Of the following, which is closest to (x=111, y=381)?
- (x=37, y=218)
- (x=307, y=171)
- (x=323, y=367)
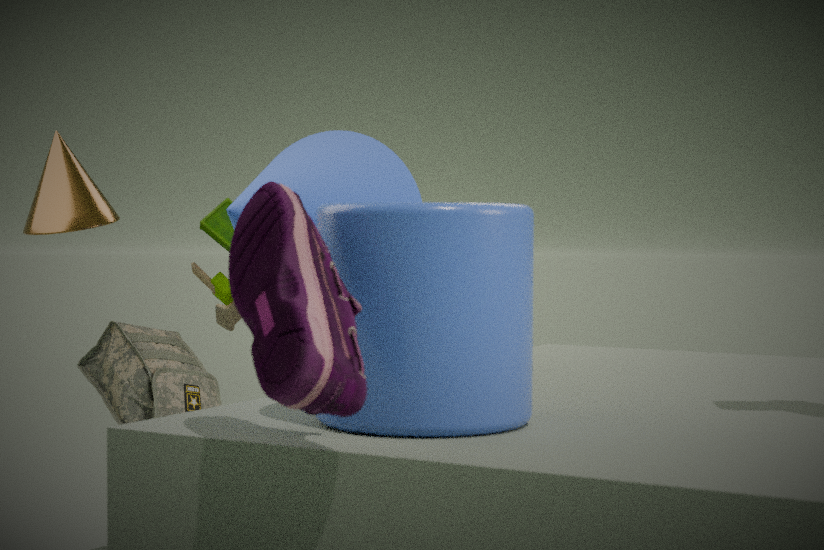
(x=37, y=218)
